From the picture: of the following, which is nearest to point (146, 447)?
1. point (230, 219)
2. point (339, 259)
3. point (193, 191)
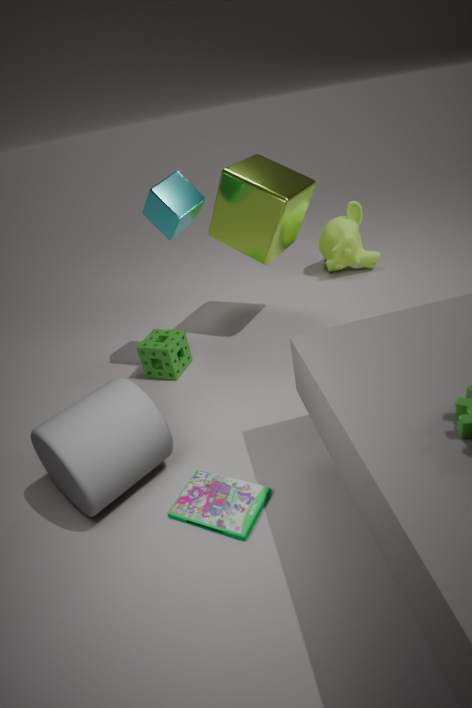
point (193, 191)
